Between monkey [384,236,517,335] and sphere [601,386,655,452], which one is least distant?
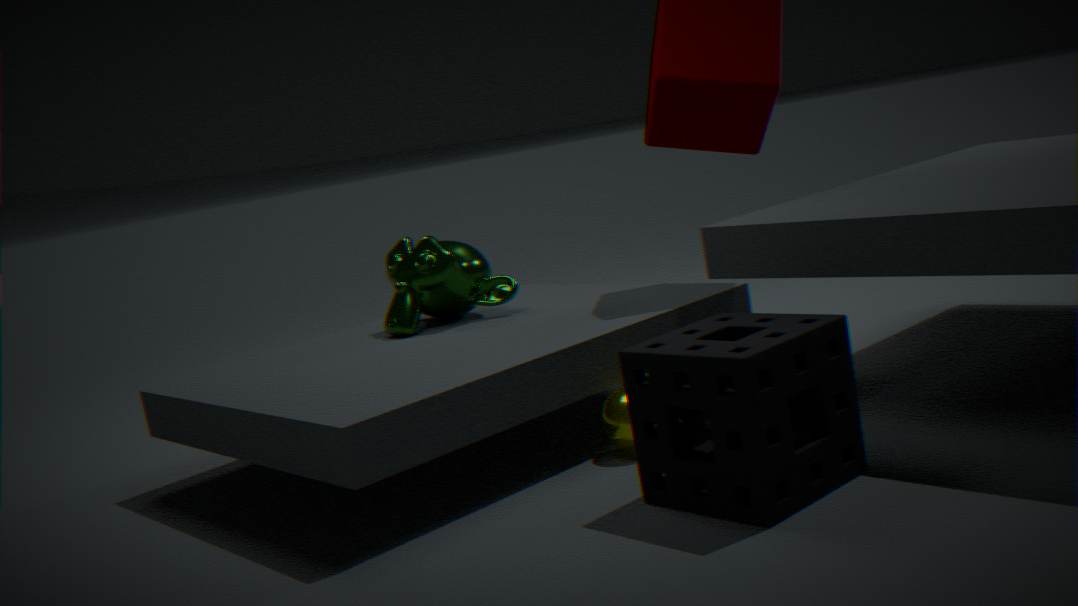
sphere [601,386,655,452]
